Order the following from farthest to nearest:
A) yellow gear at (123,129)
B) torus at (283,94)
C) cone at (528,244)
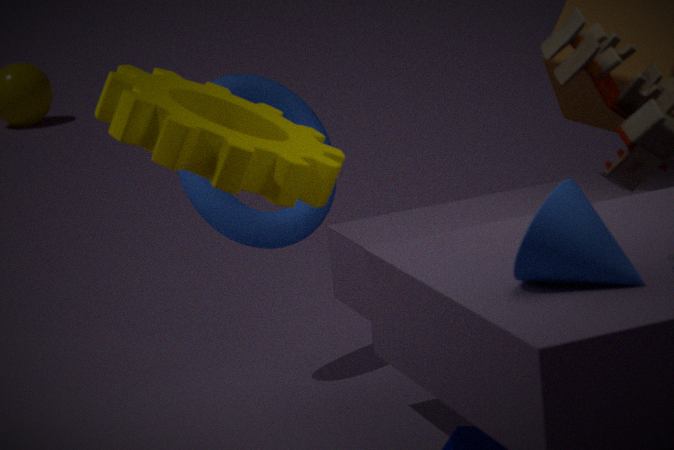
torus at (283,94) < yellow gear at (123,129) < cone at (528,244)
